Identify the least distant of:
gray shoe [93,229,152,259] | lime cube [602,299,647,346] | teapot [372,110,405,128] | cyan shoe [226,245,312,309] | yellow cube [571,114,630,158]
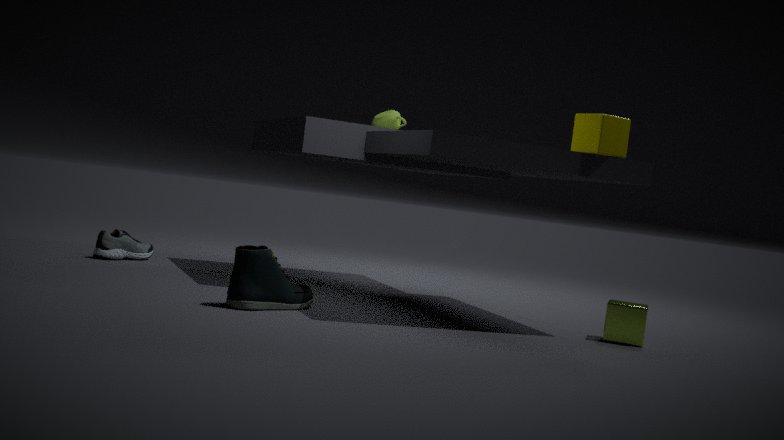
cyan shoe [226,245,312,309]
